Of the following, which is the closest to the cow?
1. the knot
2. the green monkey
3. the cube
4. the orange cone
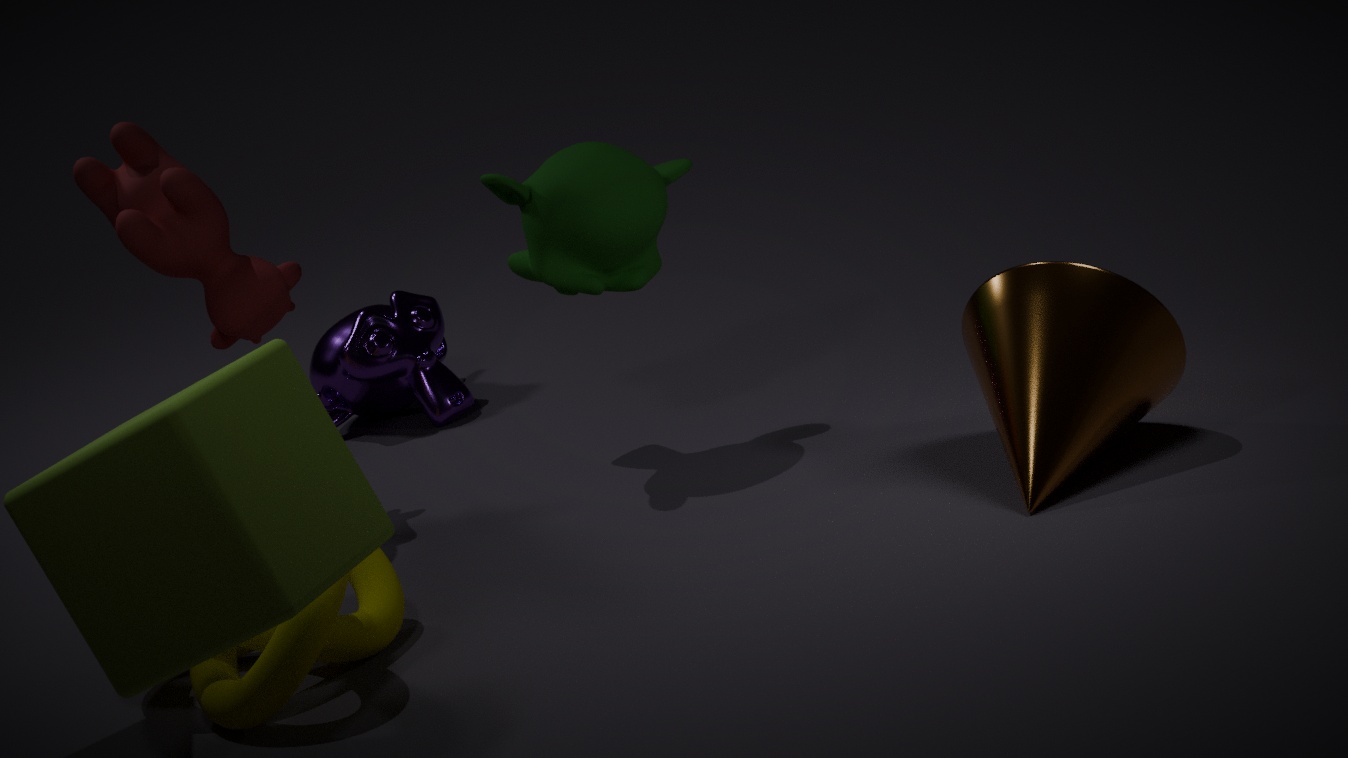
the green monkey
